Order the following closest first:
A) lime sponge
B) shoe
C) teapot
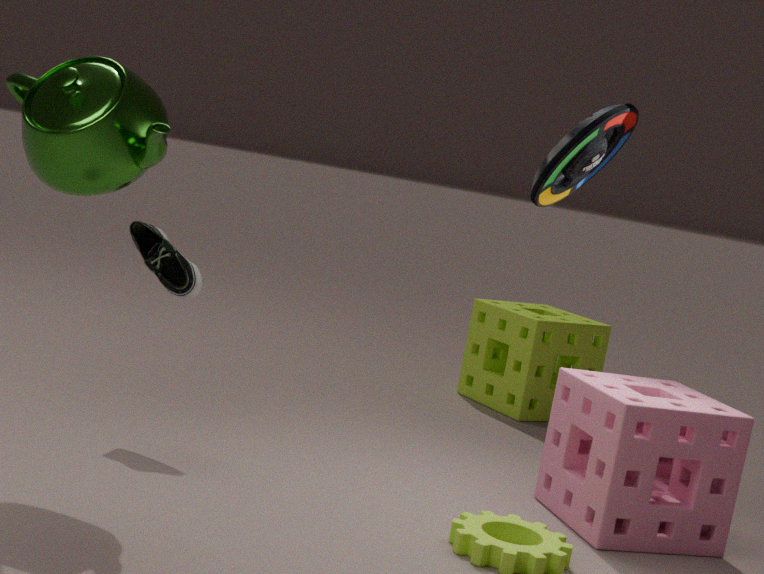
teapot → shoe → lime sponge
